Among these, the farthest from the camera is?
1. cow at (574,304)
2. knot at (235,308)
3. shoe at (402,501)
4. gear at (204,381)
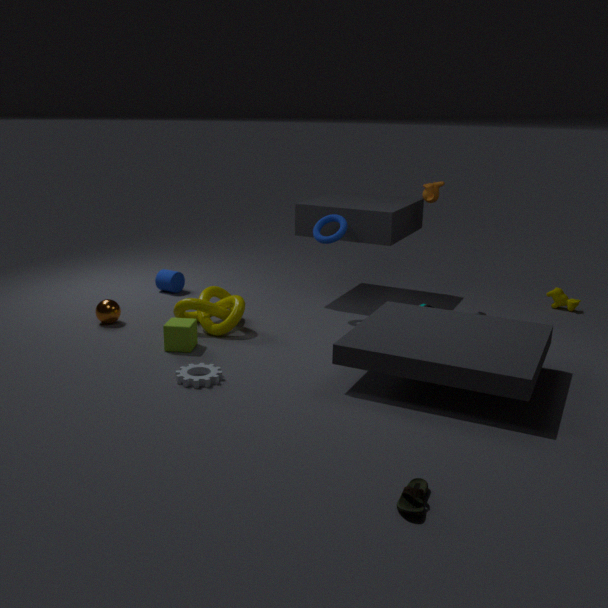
cow at (574,304)
